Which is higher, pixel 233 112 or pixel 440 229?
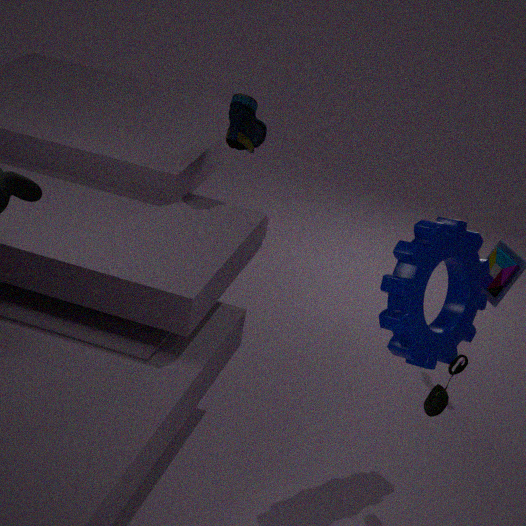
pixel 233 112
